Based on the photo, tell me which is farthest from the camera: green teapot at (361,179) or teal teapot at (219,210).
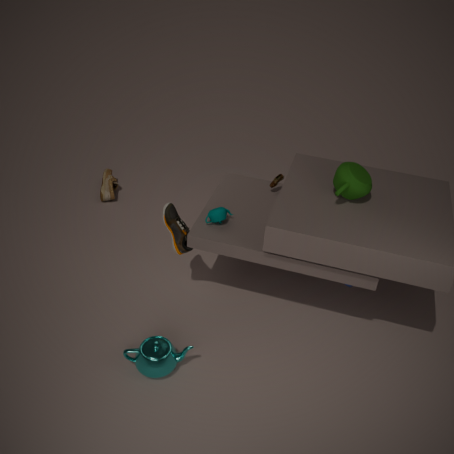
teal teapot at (219,210)
